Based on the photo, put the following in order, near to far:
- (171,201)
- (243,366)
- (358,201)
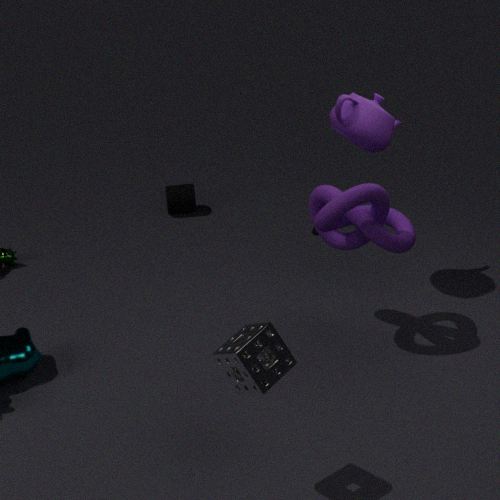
(243,366) → (358,201) → (171,201)
